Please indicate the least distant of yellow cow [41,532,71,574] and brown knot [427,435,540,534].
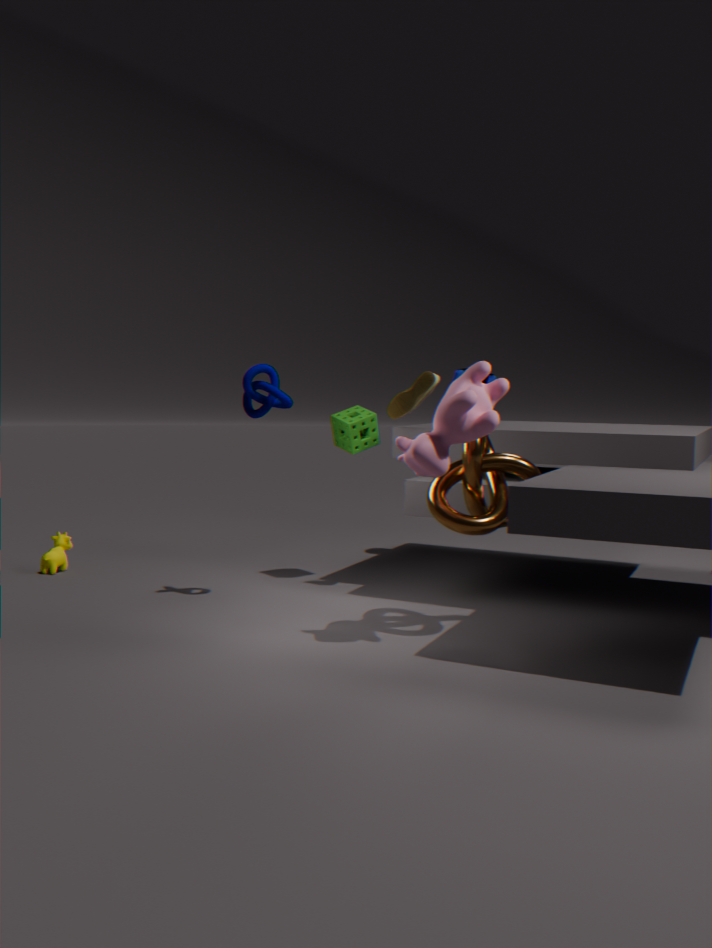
brown knot [427,435,540,534]
